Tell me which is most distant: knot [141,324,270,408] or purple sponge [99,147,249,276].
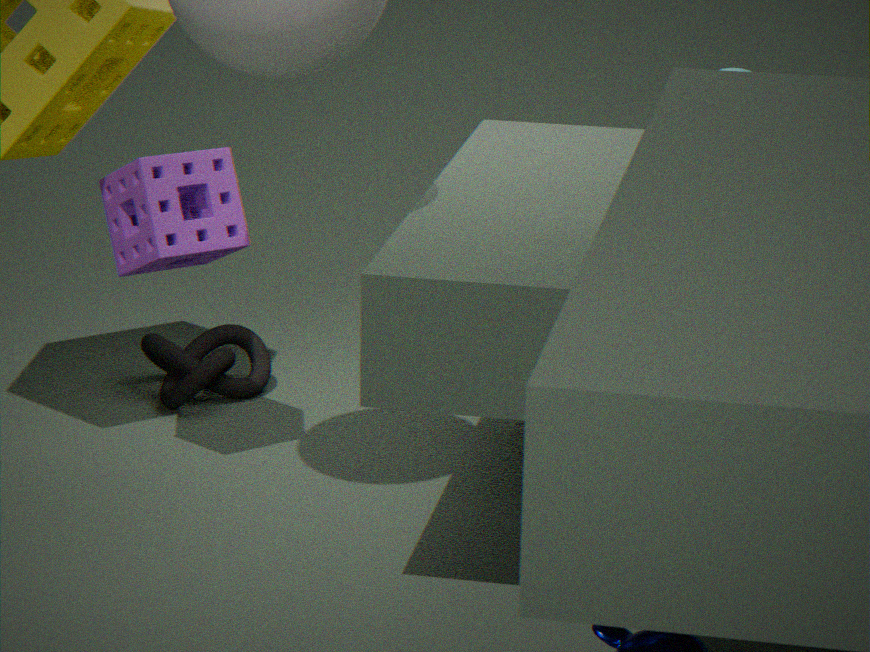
knot [141,324,270,408]
